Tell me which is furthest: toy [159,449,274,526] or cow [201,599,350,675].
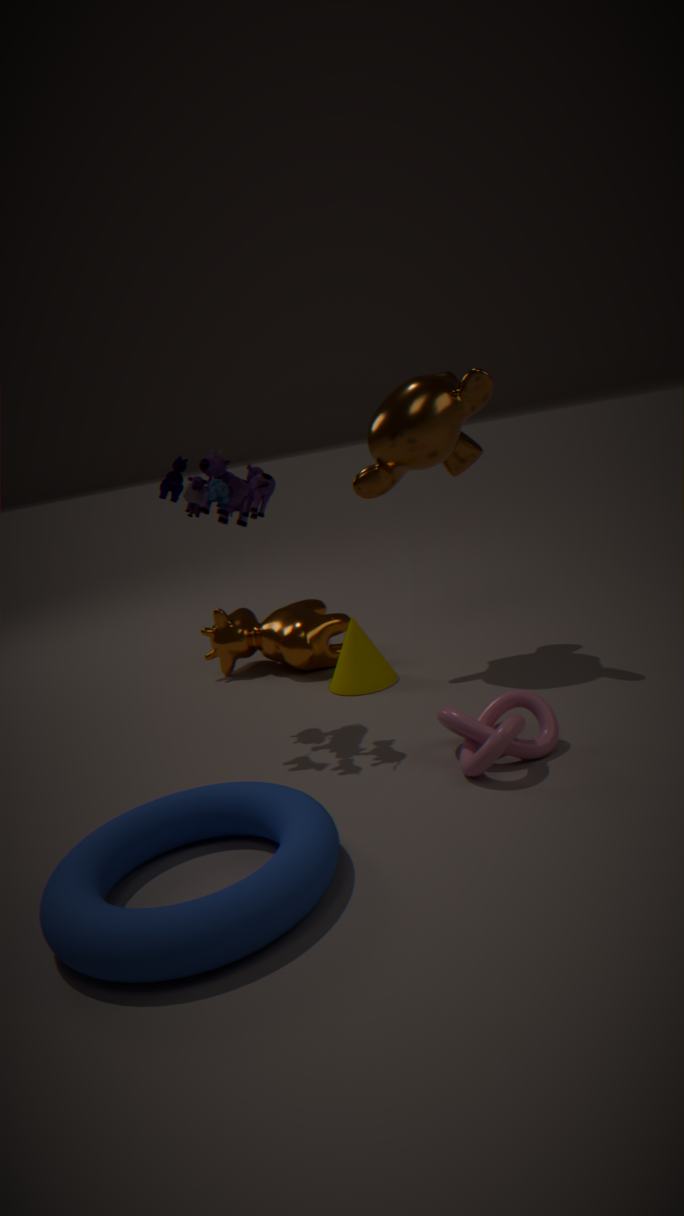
cow [201,599,350,675]
